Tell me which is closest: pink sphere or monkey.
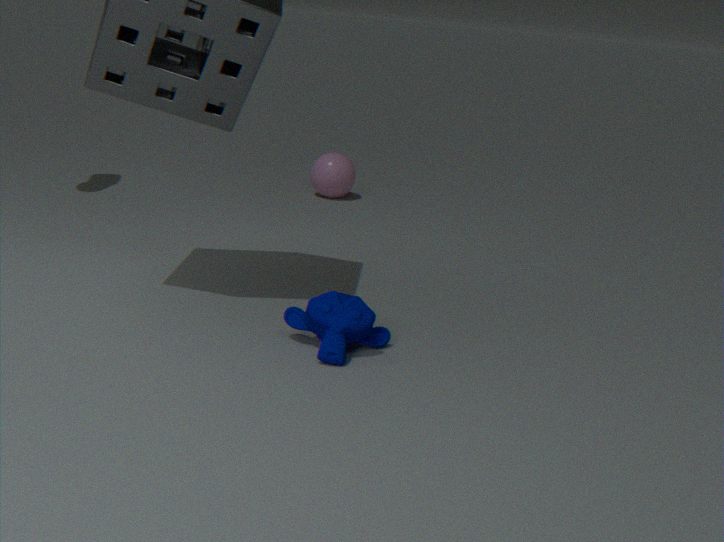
monkey
